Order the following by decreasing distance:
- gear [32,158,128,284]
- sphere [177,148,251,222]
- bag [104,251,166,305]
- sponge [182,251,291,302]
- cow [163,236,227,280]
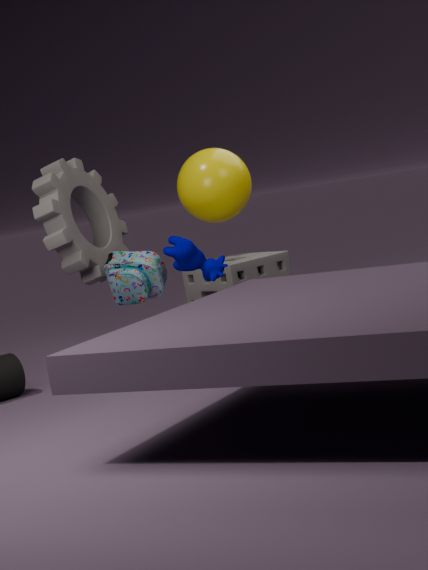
sphere [177,148,251,222], sponge [182,251,291,302], gear [32,158,128,284], bag [104,251,166,305], cow [163,236,227,280]
